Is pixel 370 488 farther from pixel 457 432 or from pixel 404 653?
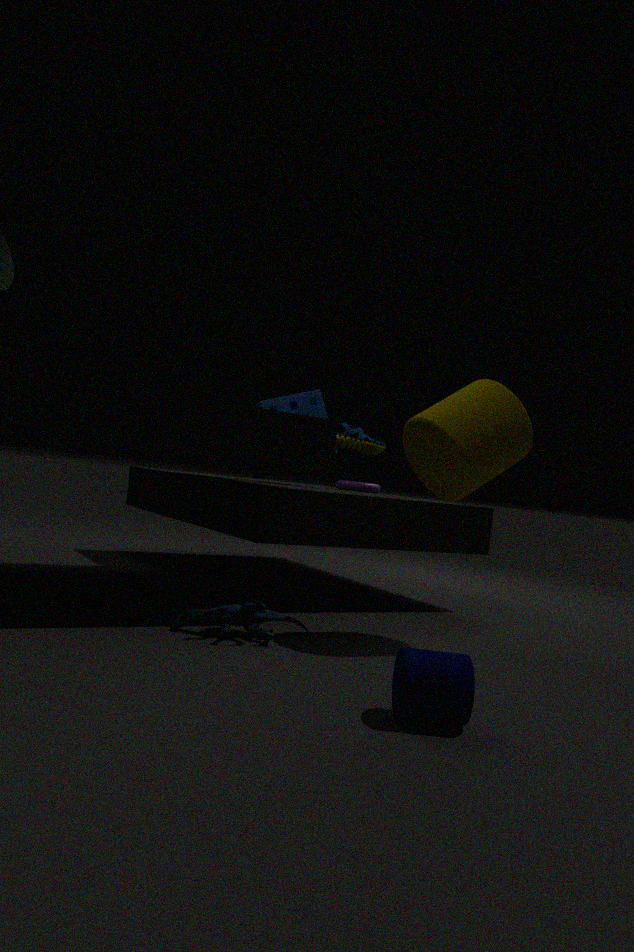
pixel 404 653
